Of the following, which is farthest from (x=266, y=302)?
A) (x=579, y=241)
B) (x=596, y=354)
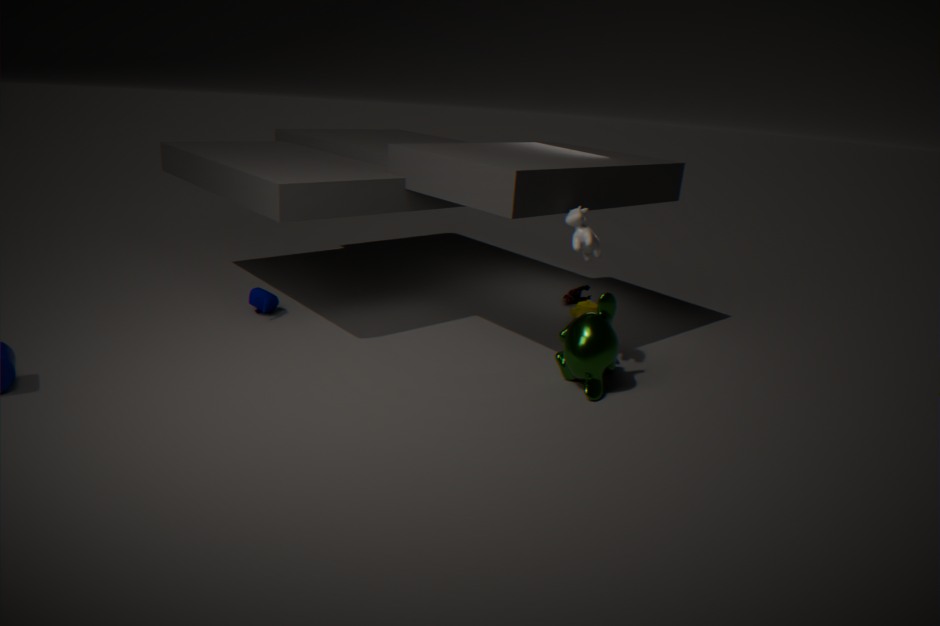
(x=596, y=354)
